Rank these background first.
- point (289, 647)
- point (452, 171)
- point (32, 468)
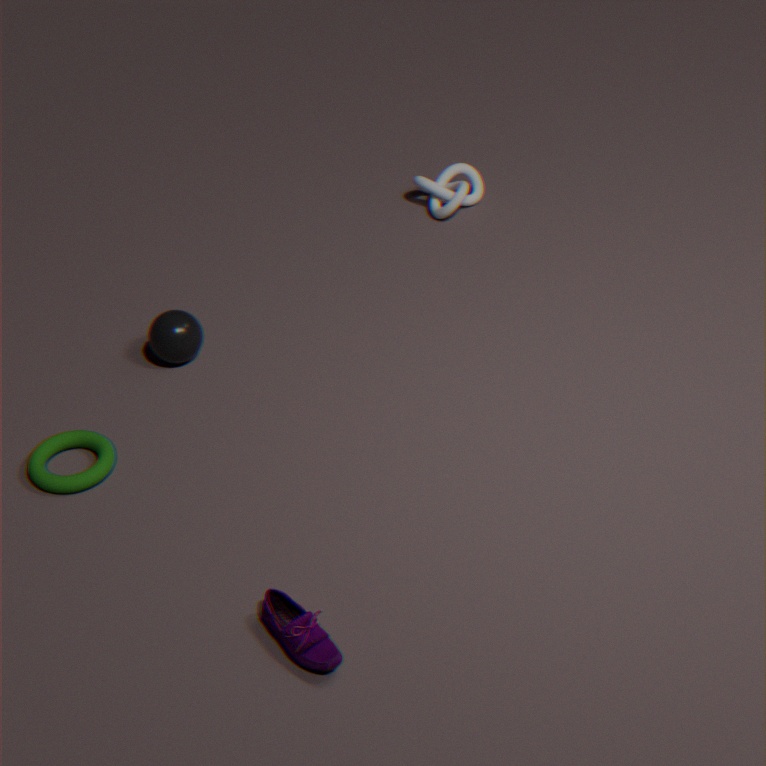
point (452, 171) < point (32, 468) < point (289, 647)
